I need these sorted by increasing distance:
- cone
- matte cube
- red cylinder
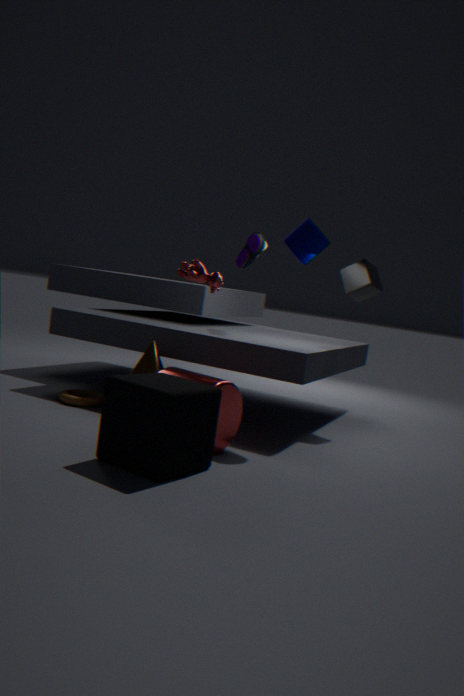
1. matte cube
2. red cylinder
3. cone
